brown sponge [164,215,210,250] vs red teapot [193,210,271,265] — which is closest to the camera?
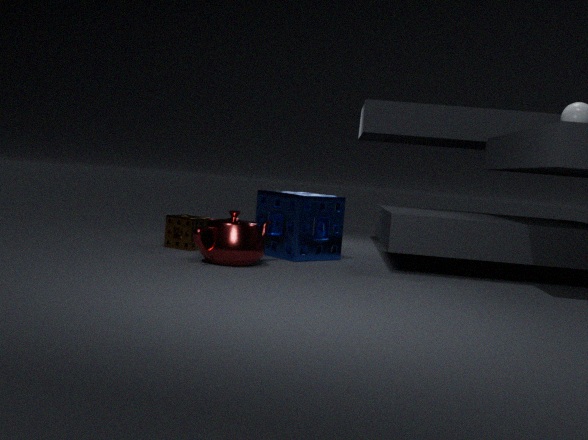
red teapot [193,210,271,265]
